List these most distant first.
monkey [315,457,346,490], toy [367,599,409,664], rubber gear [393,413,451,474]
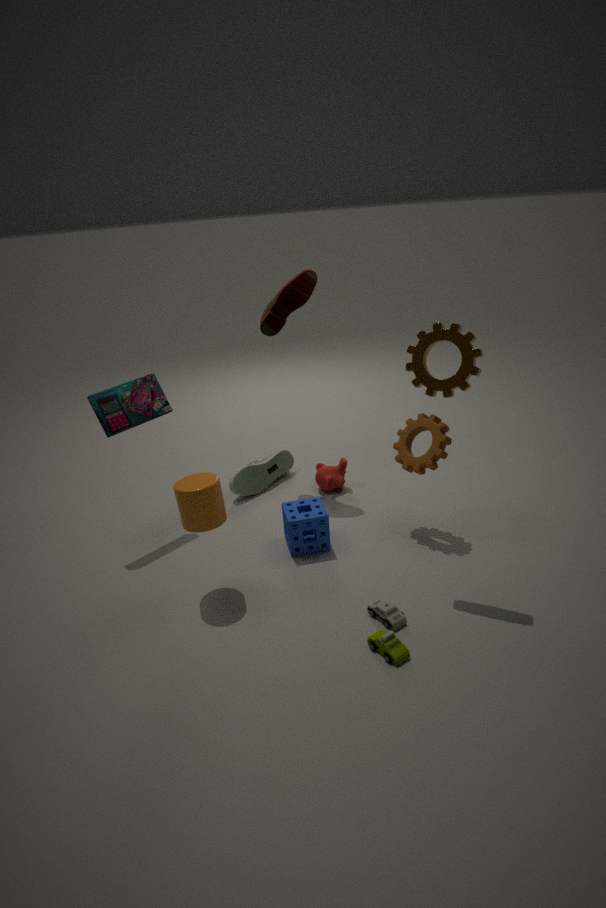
monkey [315,457,346,490], rubber gear [393,413,451,474], toy [367,599,409,664]
